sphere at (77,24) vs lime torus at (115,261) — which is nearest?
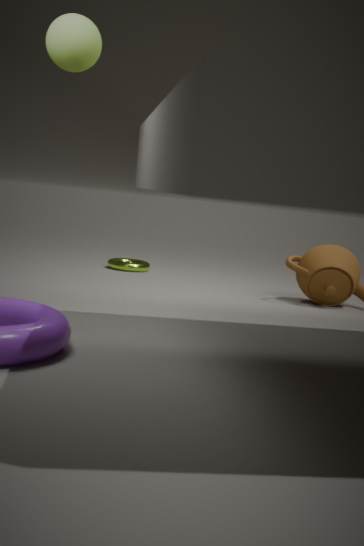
sphere at (77,24)
